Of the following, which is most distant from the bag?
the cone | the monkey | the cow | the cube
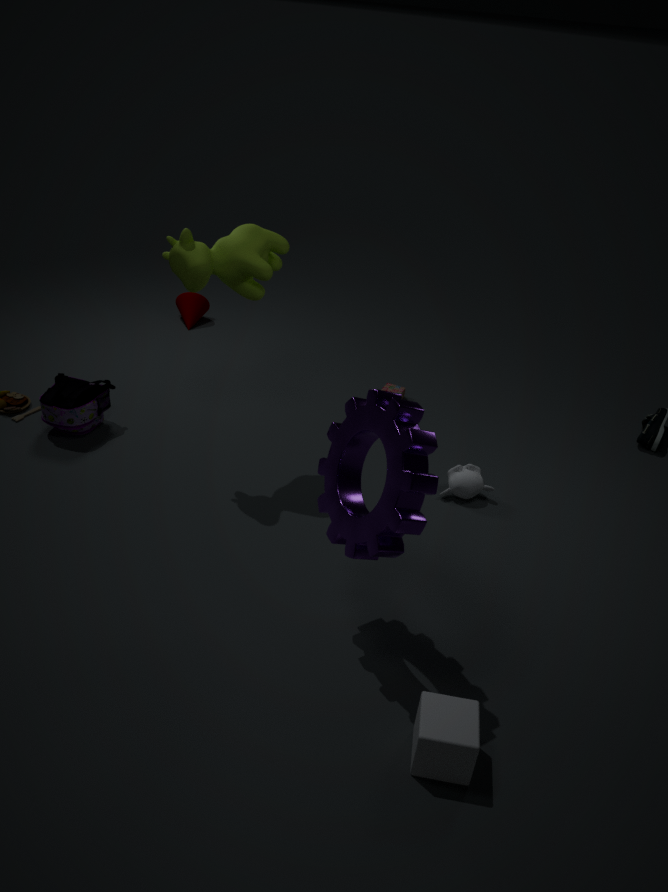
the cube
